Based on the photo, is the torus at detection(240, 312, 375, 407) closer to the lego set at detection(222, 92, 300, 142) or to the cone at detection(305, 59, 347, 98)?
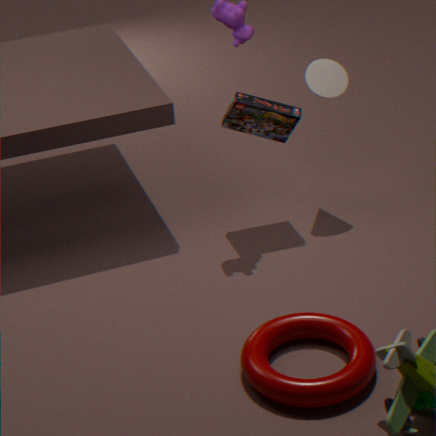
the lego set at detection(222, 92, 300, 142)
